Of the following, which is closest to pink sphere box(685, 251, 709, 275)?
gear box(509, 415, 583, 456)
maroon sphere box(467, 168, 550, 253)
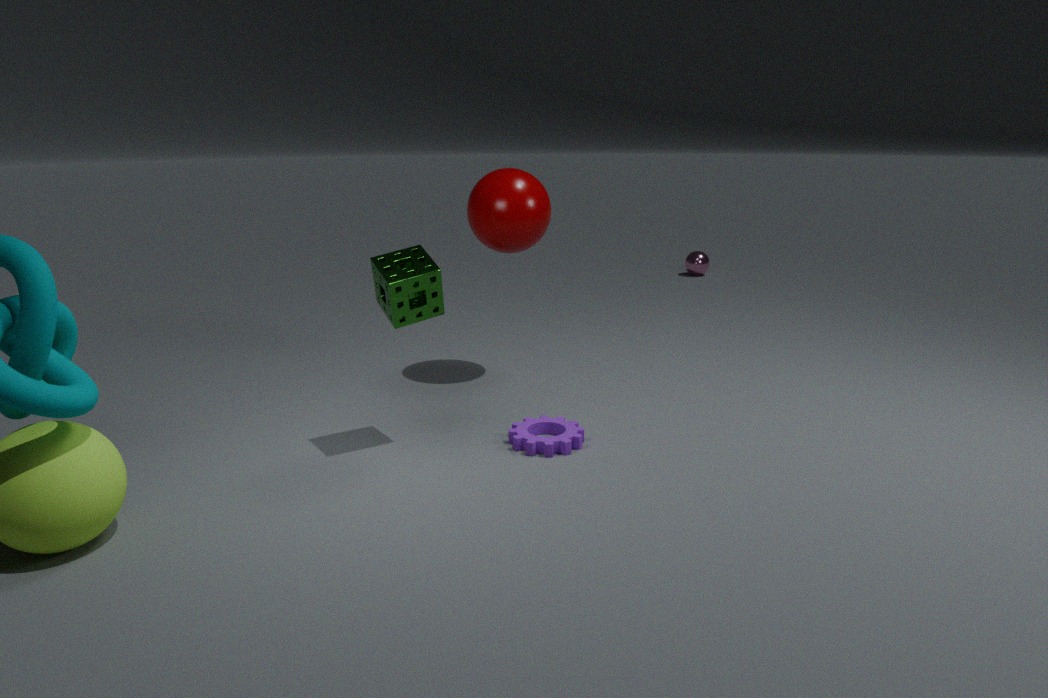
maroon sphere box(467, 168, 550, 253)
